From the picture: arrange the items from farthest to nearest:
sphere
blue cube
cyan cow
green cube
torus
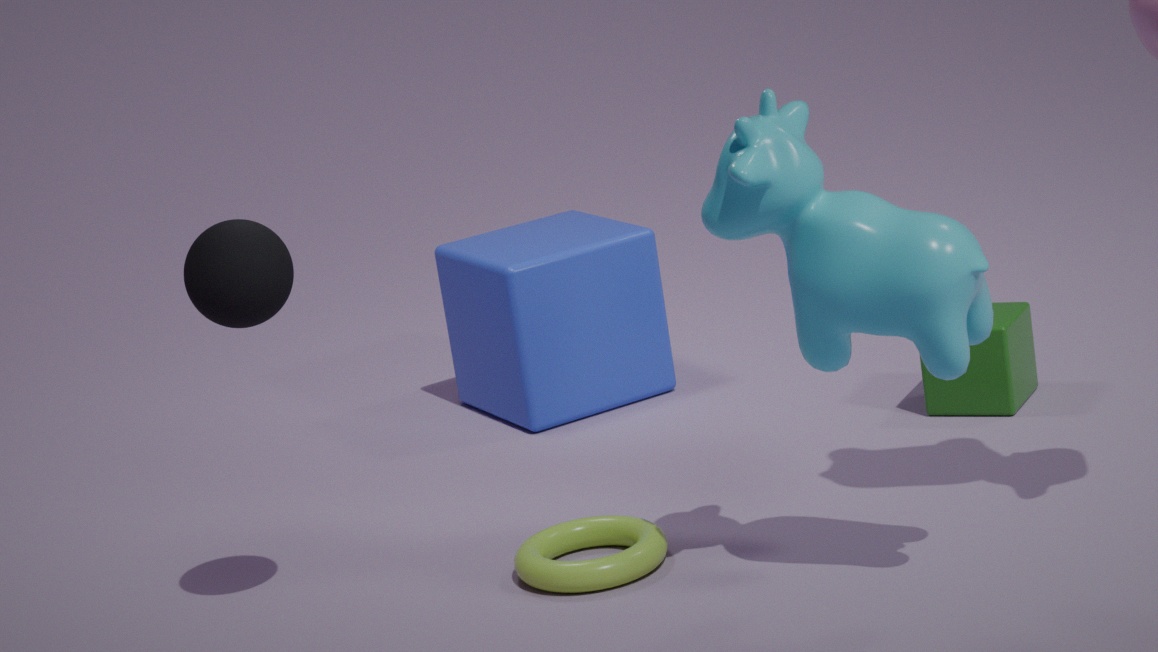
blue cube < green cube < torus < sphere < cyan cow
